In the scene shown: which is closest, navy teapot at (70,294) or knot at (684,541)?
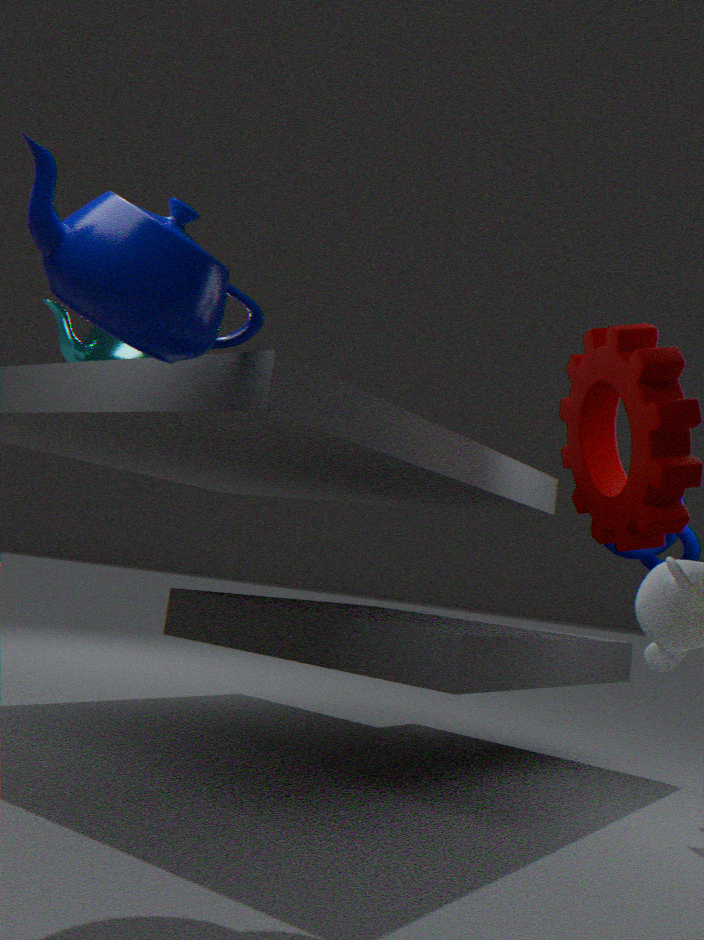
navy teapot at (70,294)
